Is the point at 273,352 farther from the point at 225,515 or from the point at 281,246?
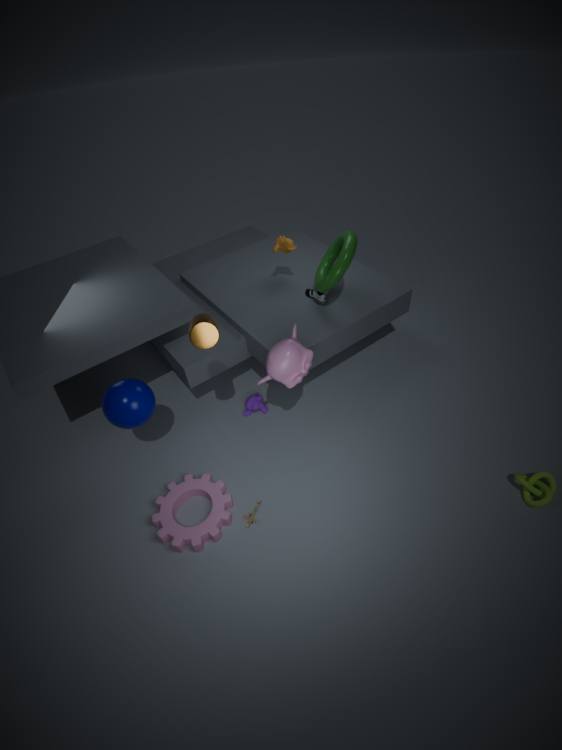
the point at 281,246
